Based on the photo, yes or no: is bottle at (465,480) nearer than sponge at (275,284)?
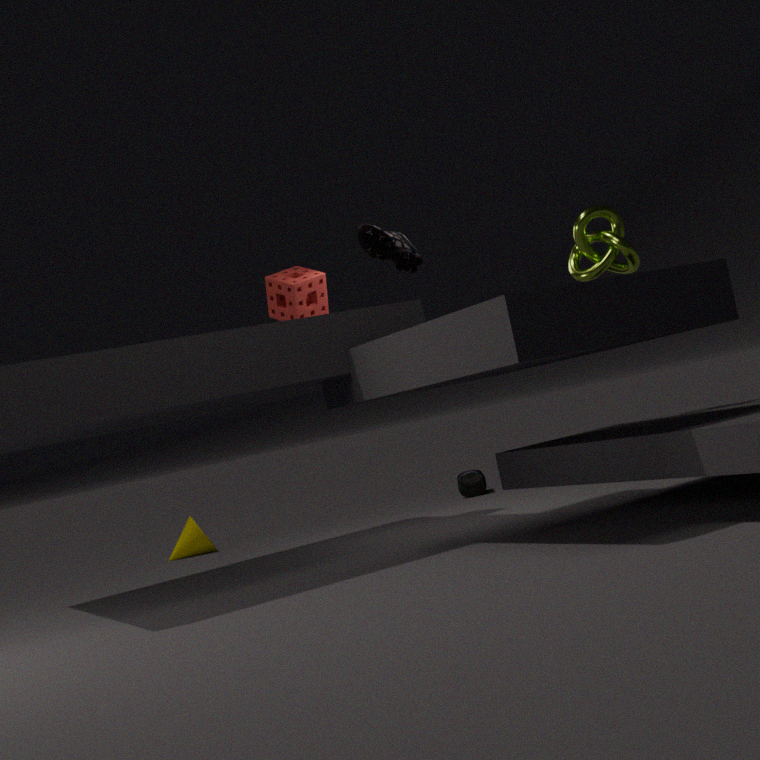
No
